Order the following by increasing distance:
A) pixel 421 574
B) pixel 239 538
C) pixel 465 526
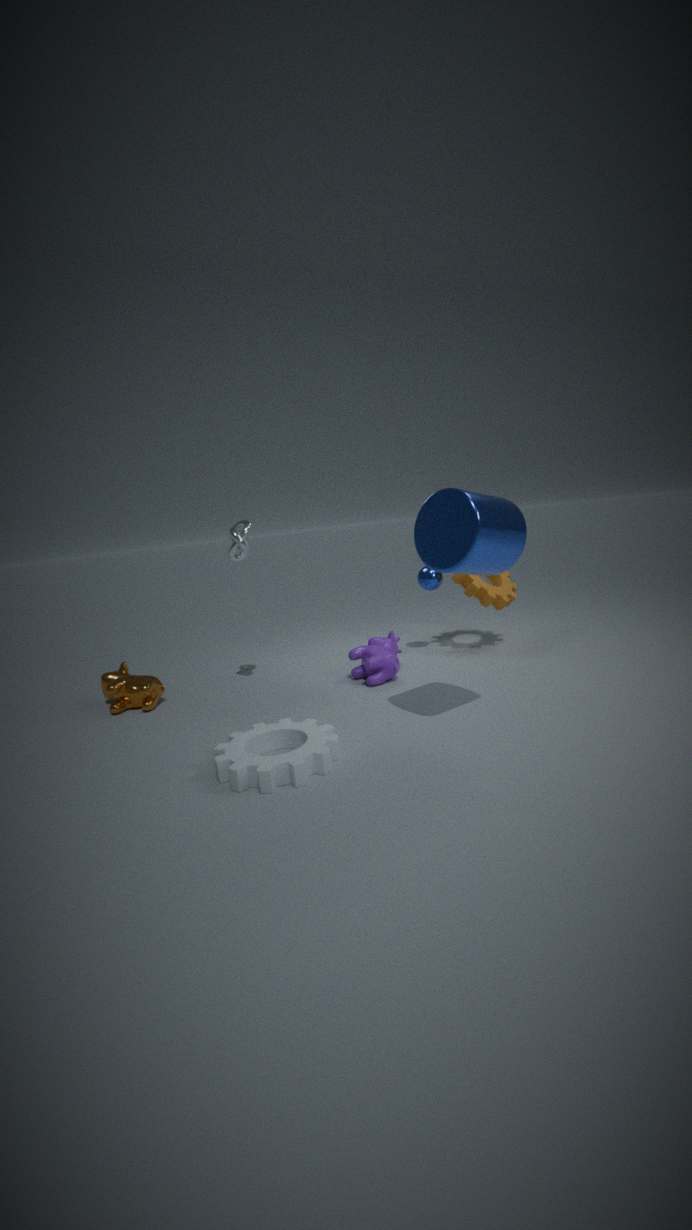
pixel 465 526 → pixel 239 538 → pixel 421 574
